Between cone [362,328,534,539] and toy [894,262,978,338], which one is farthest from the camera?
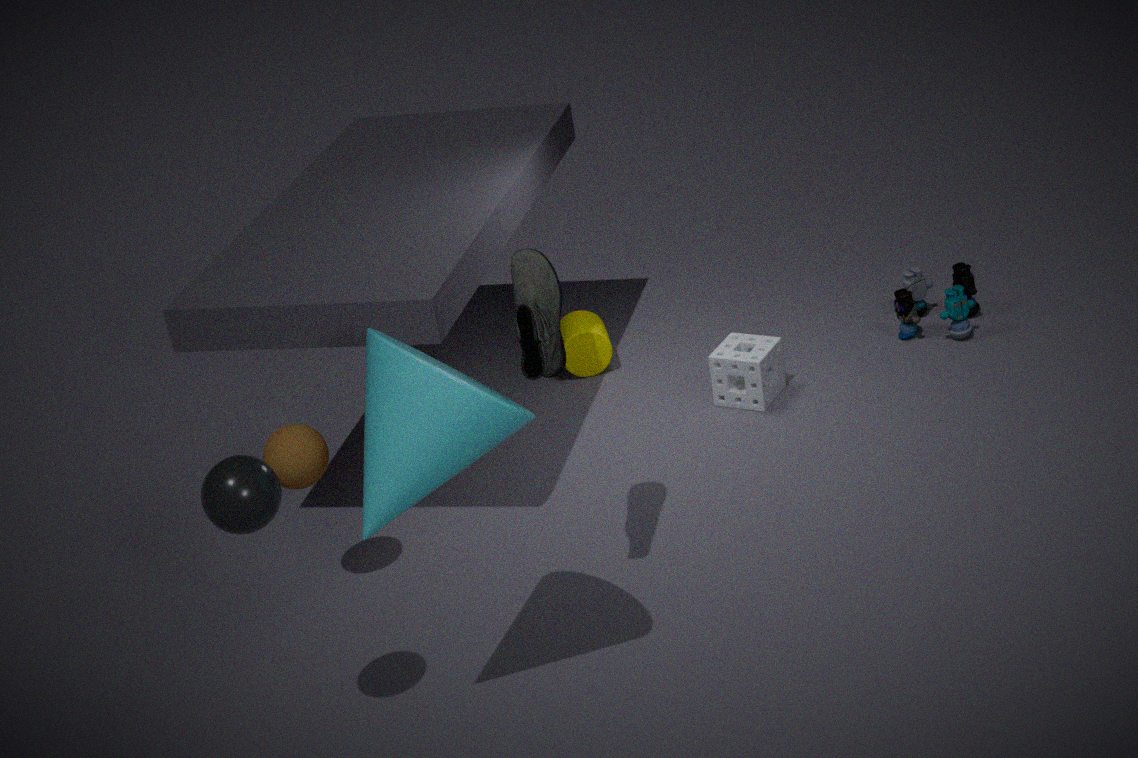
toy [894,262,978,338]
